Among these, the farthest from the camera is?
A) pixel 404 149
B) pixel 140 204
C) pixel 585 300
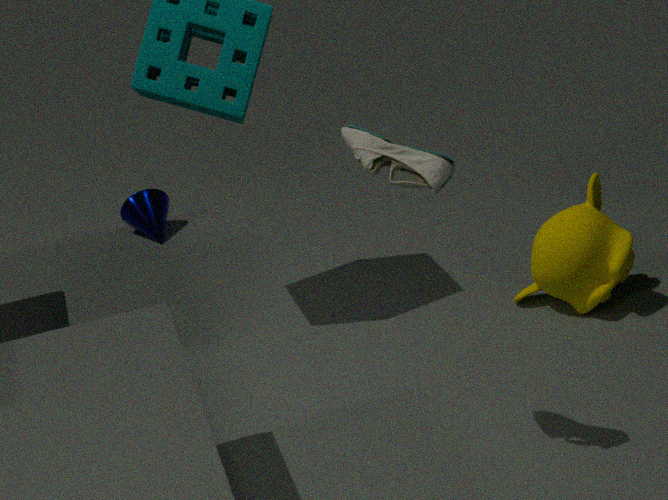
pixel 140 204
